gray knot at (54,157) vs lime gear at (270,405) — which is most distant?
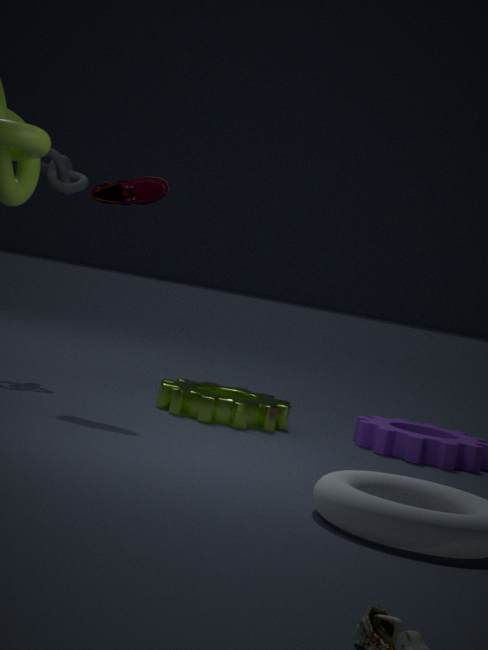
gray knot at (54,157)
